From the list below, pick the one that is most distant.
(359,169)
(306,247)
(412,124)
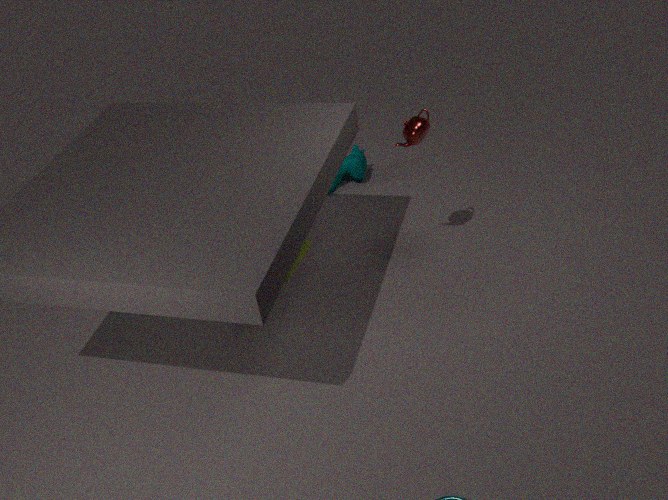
(359,169)
